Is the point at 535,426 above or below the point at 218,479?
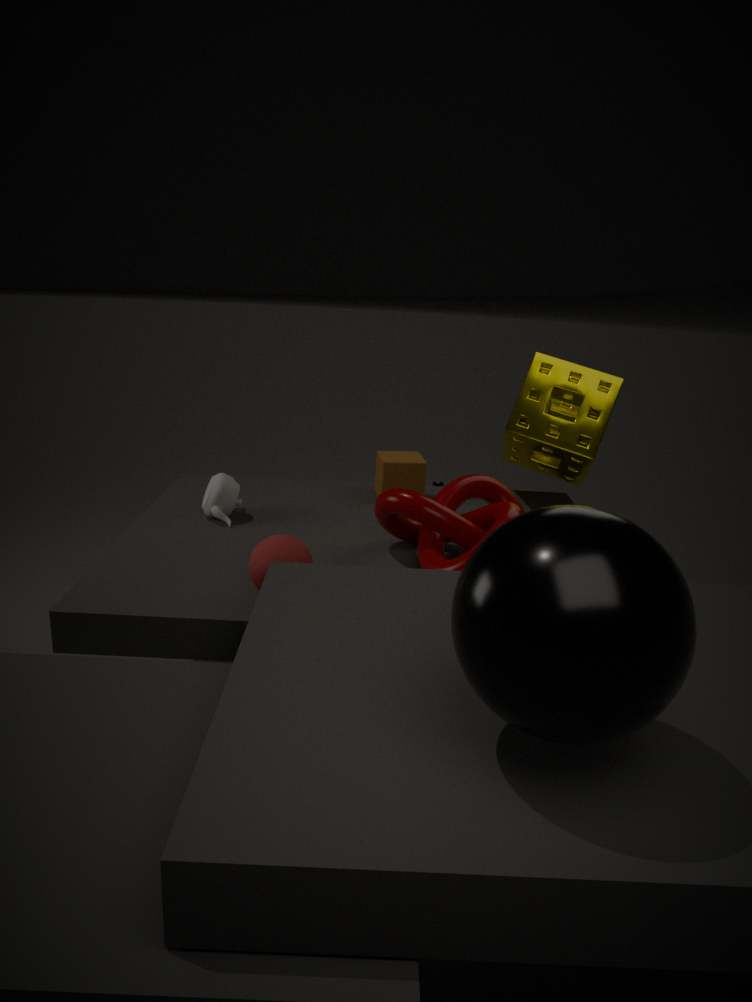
above
